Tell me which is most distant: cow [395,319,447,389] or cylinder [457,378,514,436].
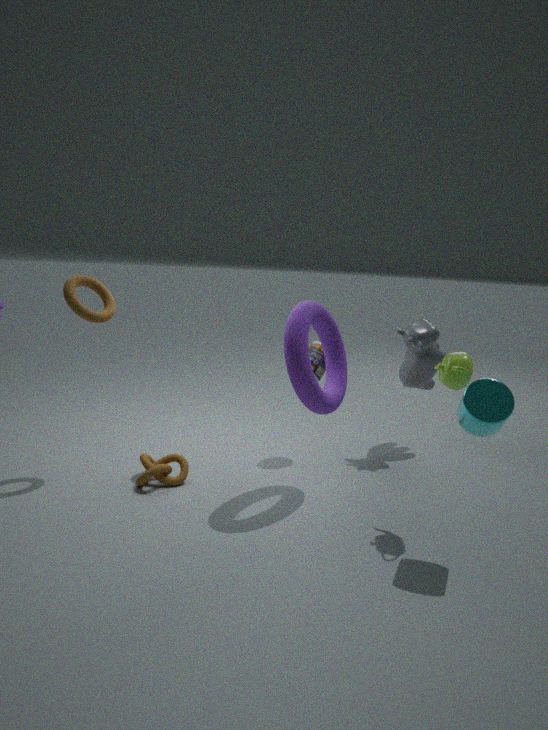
cow [395,319,447,389]
